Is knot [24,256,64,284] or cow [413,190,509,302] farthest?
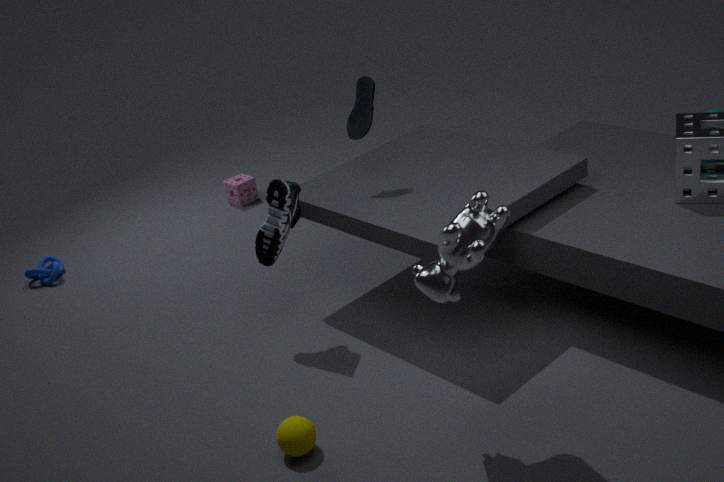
knot [24,256,64,284]
